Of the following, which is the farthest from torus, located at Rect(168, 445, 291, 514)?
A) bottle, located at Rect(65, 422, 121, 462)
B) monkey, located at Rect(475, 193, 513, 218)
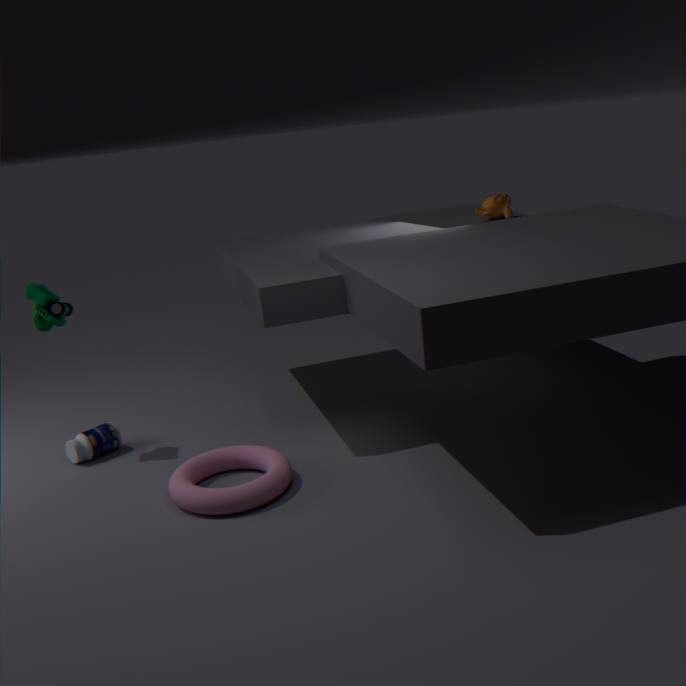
monkey, located at Rect(475, 193, 513, 218)
